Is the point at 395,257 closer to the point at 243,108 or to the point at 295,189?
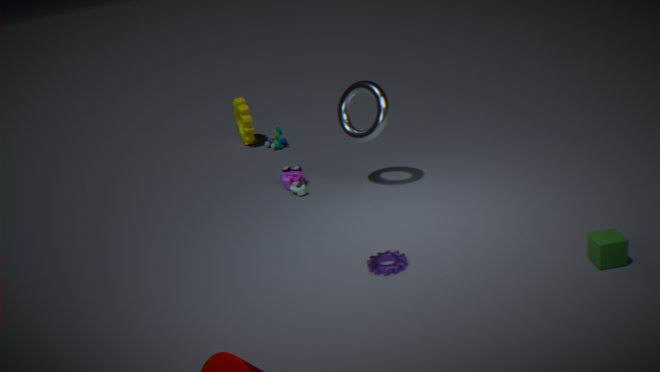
the point at 295,189
